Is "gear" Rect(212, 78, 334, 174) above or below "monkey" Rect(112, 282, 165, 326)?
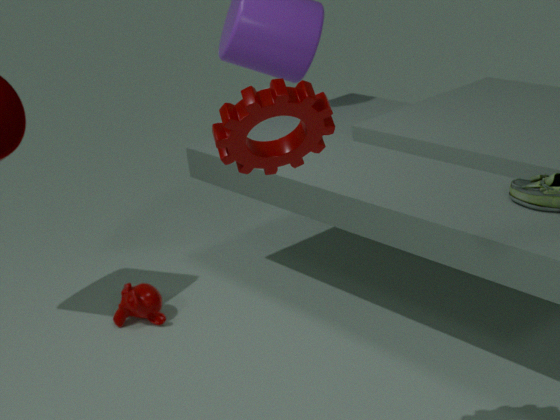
above
